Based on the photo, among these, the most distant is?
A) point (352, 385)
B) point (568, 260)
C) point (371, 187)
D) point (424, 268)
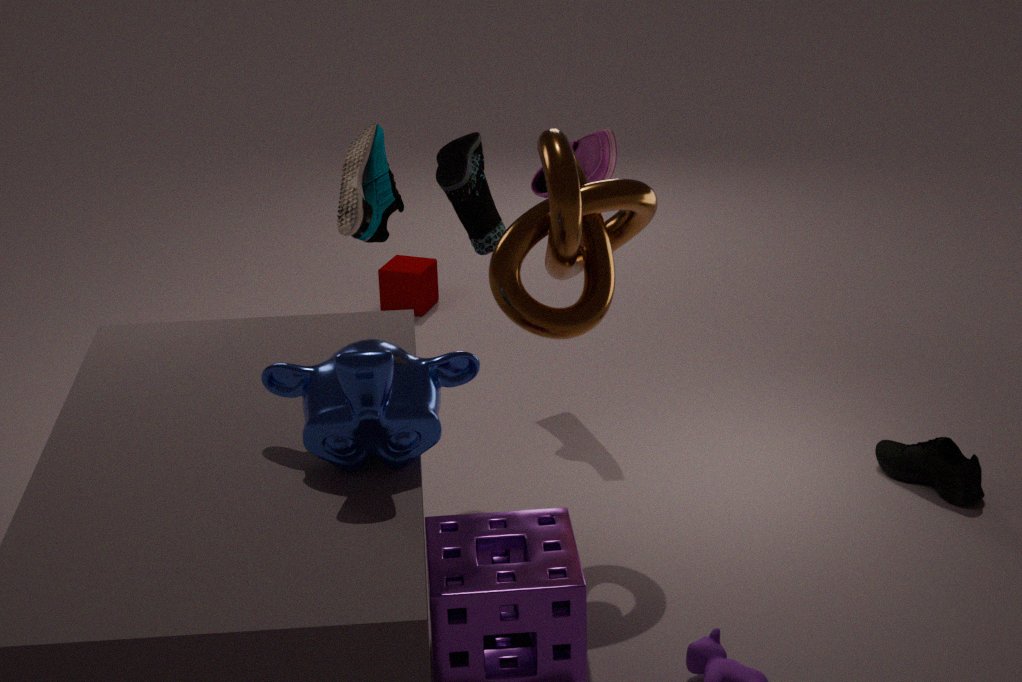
point (424, 268)
